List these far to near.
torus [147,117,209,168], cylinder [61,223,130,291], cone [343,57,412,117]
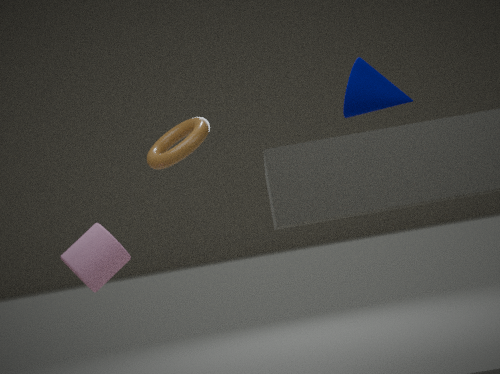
torus [147,117,209,168], cylinder [61,223,130,291], cone [343,57,412,117]
